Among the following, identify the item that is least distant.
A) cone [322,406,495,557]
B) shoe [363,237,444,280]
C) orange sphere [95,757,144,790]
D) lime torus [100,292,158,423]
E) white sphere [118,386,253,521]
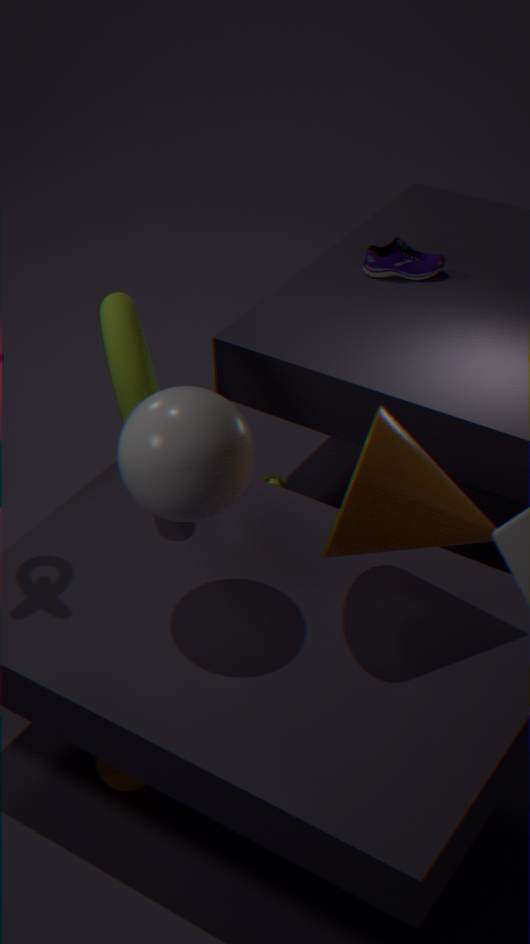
white sphere [118,386,253,521]
